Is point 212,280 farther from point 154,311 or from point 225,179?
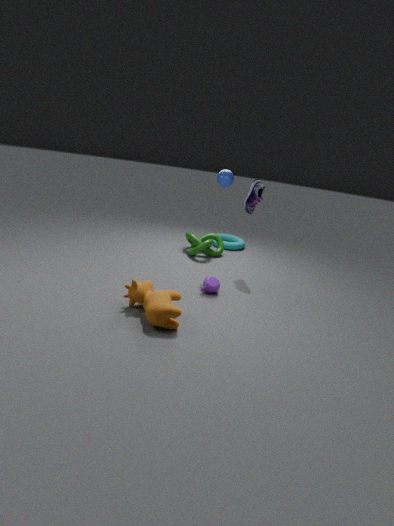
point 225,179
